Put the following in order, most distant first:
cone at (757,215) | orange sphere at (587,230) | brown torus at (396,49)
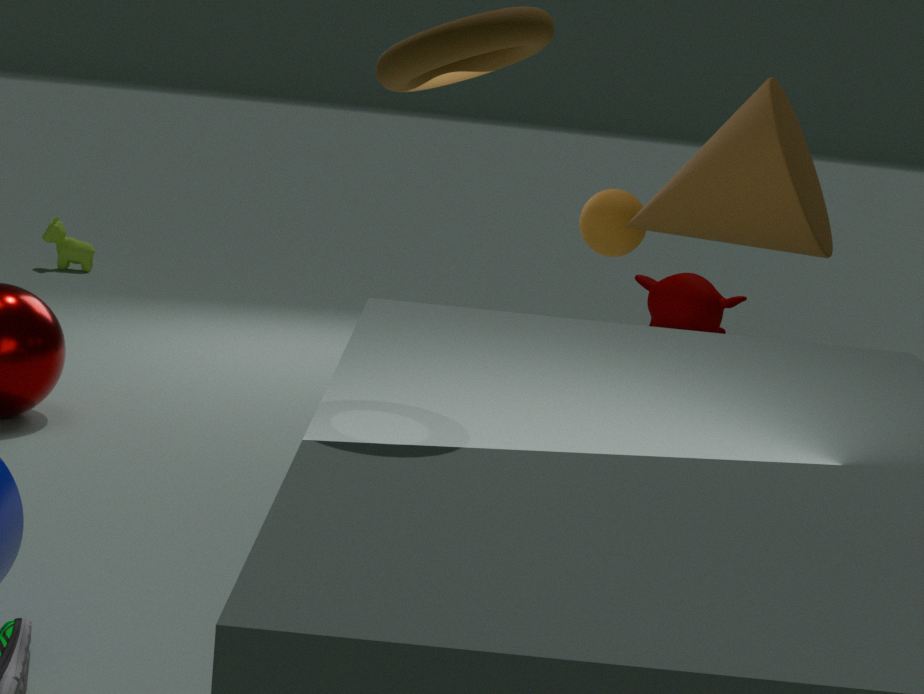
orange sphere at (587,230) → cone at (757,215) → brown torus at (396,49)
